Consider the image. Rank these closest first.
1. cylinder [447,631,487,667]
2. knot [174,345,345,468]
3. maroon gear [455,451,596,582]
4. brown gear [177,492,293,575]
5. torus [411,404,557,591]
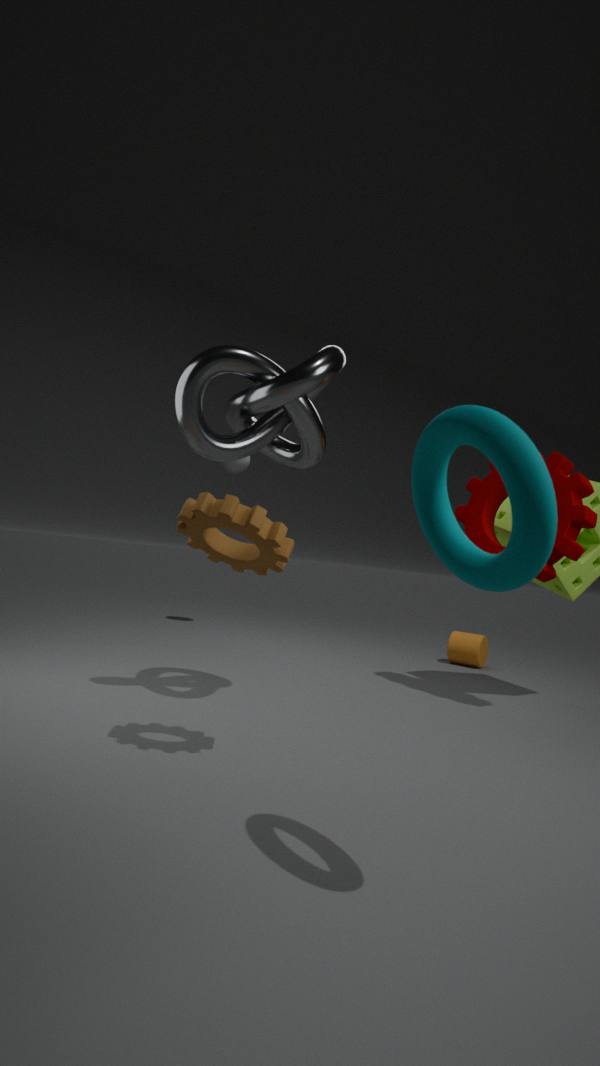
1. torus [411,404,557,591]
2. brown gear [177,492,293,575]
3. knot [174,345,345,468]
4. maroon gear [455,451,596,582]
5. cylinder [447,631,487,667]
